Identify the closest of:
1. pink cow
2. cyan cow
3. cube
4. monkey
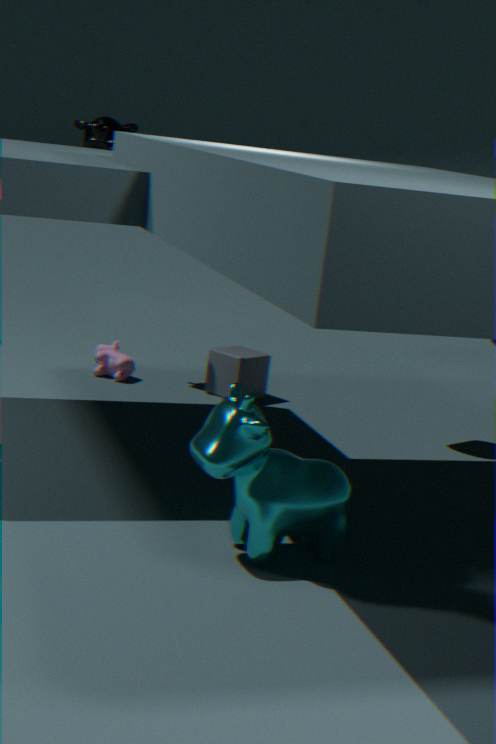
cyan cow
